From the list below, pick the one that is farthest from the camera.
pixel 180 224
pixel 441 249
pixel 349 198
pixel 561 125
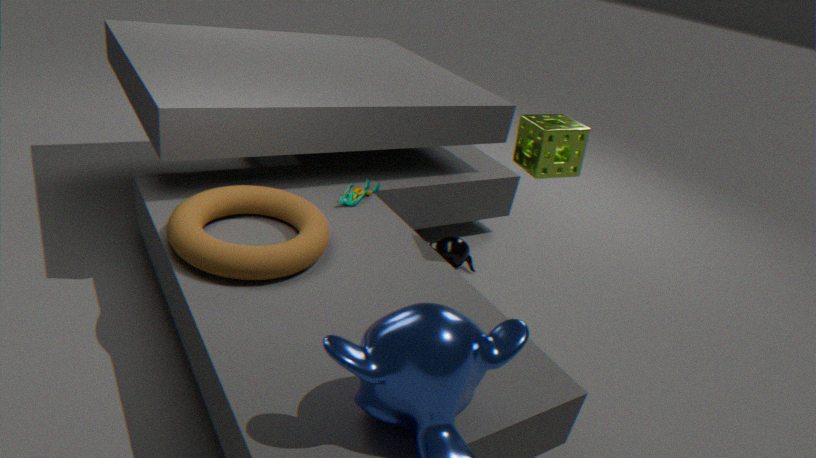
pixel 441 249
